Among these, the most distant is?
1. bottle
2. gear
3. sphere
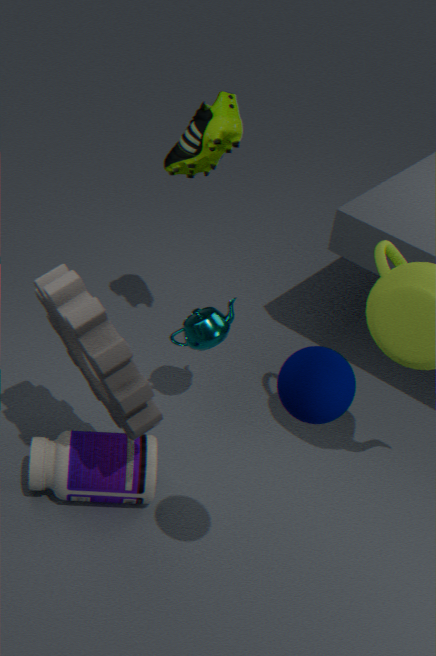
bottle
